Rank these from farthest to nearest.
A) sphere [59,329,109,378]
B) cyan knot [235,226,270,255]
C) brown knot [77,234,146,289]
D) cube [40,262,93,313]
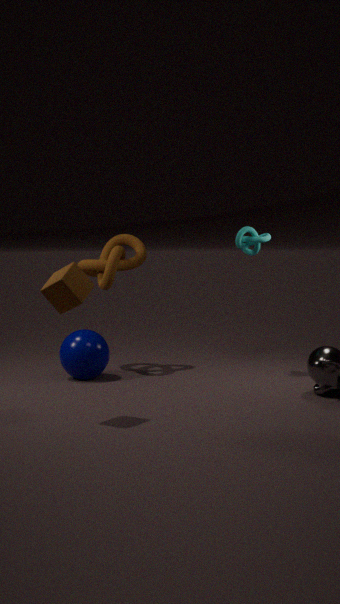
brown knot [77,234,146,289]
cyan knot [235,226,270,255]
sphere [59,329,109,378]
cube [40,262,93,313]
